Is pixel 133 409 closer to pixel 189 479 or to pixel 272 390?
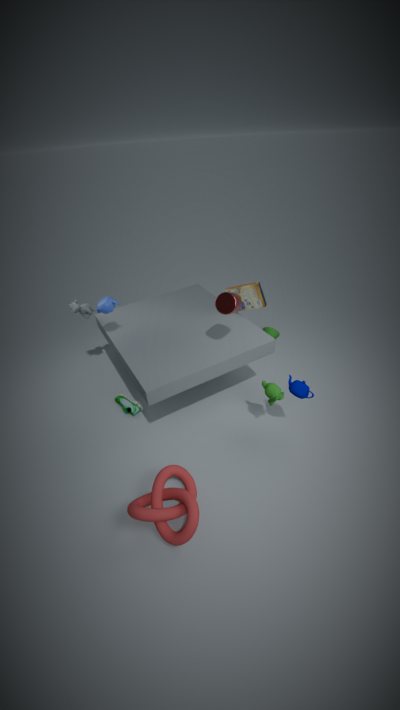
pixel 189 479
